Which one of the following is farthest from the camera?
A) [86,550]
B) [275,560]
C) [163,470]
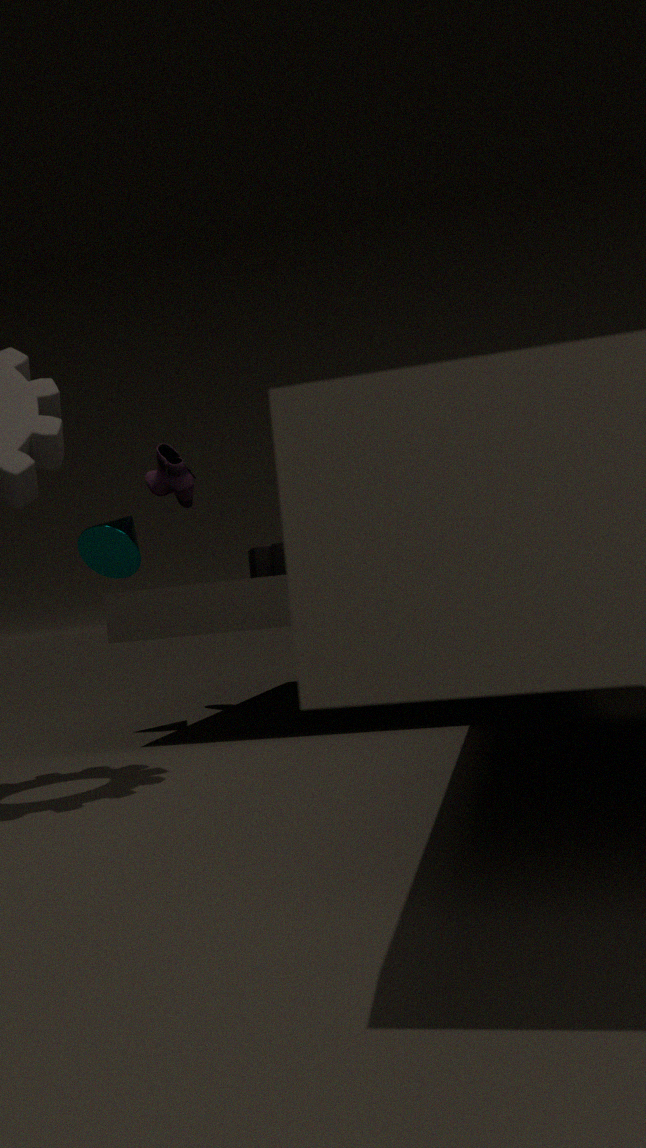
[163,470]
